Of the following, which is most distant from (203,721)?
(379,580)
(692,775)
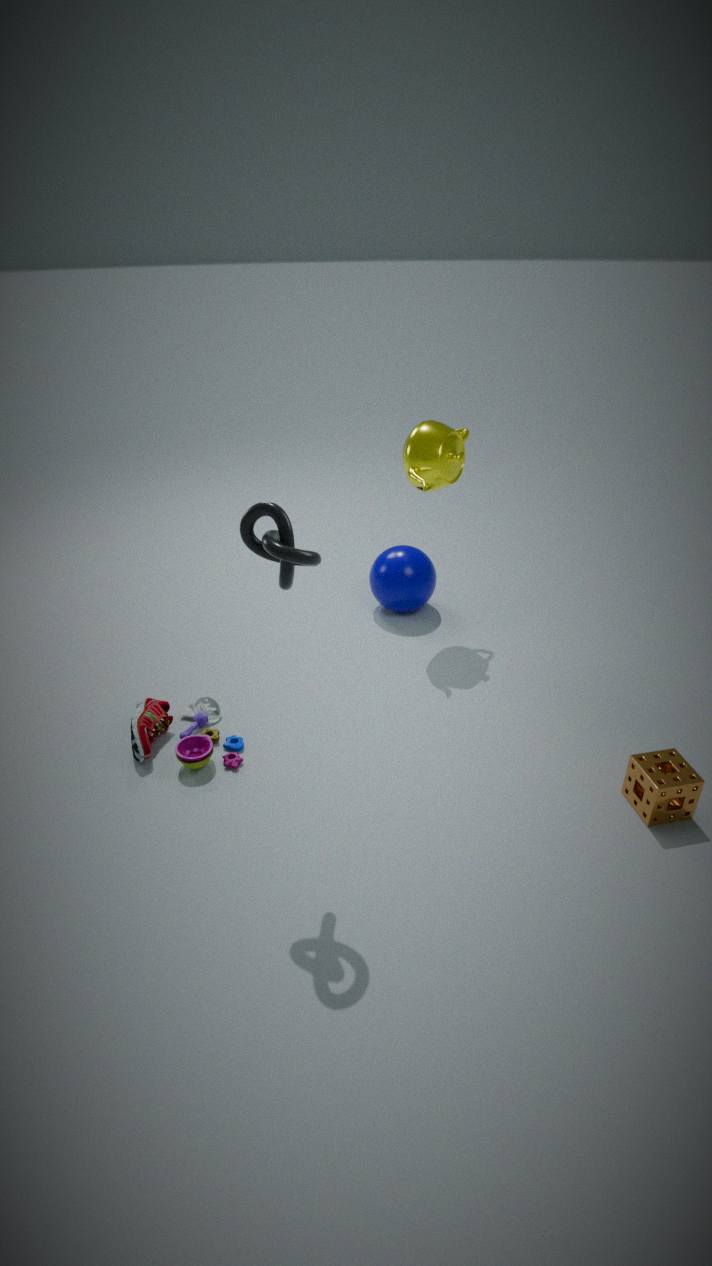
(692,775)
